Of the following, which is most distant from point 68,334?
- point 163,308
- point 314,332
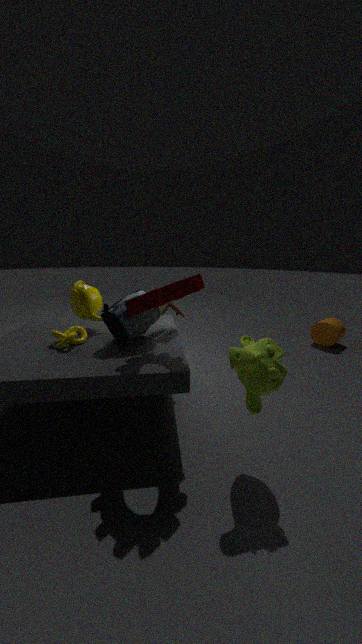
point 314,332
